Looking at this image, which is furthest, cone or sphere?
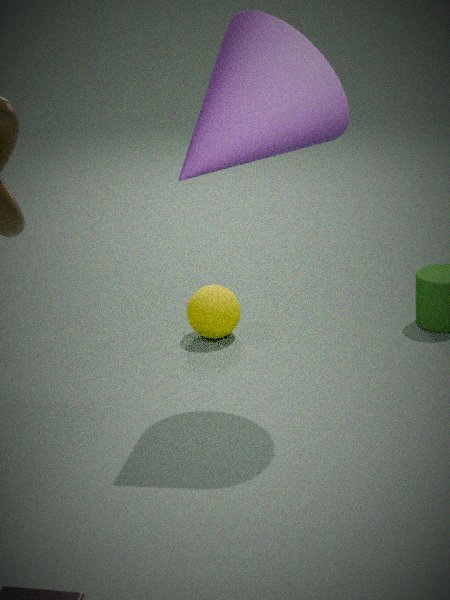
sphere
